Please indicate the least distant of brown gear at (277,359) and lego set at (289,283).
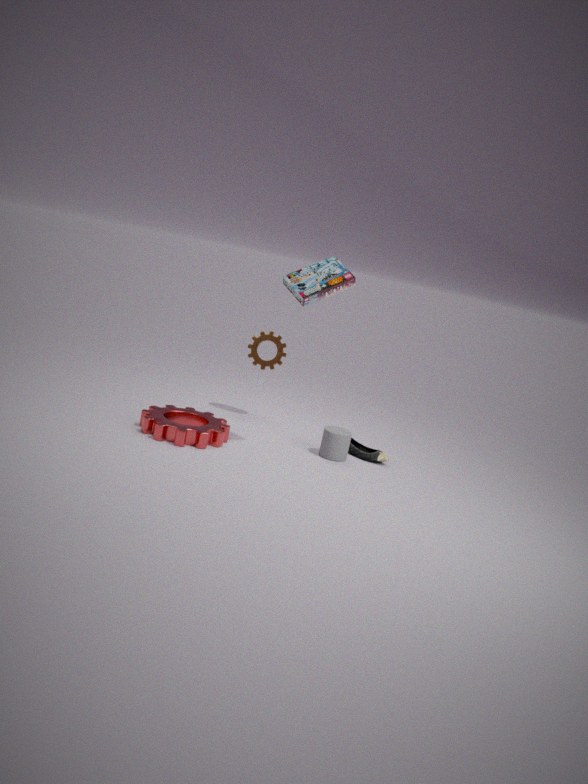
lego set at (289,283)
